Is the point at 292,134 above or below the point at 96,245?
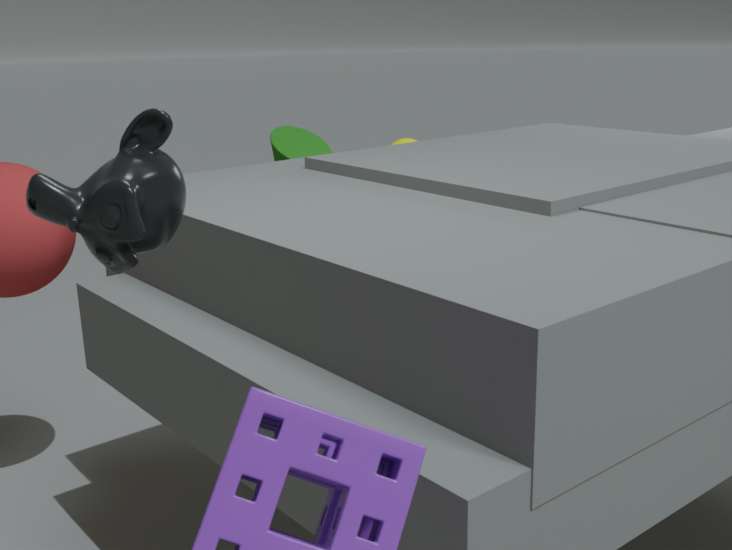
below
